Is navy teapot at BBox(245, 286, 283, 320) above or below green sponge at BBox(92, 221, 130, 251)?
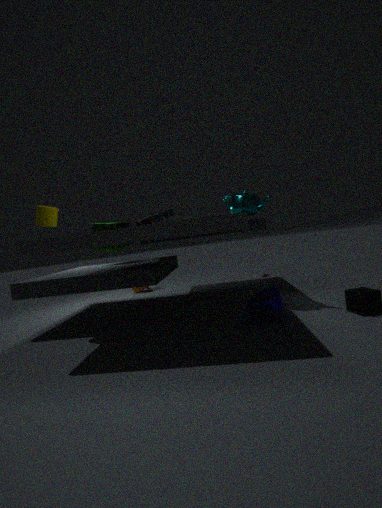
below
